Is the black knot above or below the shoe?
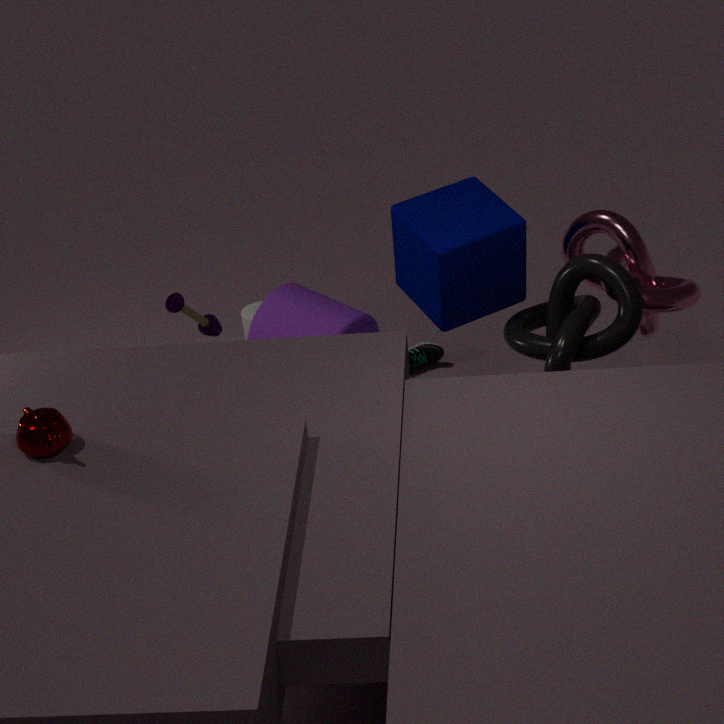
above
